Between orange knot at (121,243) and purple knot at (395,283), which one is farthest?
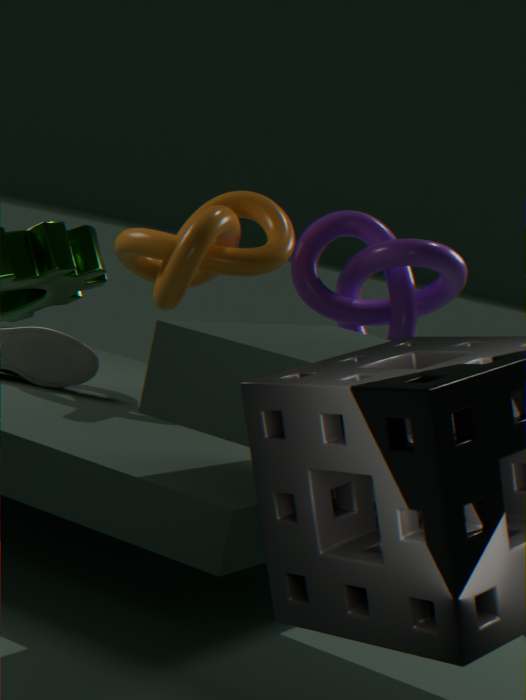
purple knot at (395,283)
